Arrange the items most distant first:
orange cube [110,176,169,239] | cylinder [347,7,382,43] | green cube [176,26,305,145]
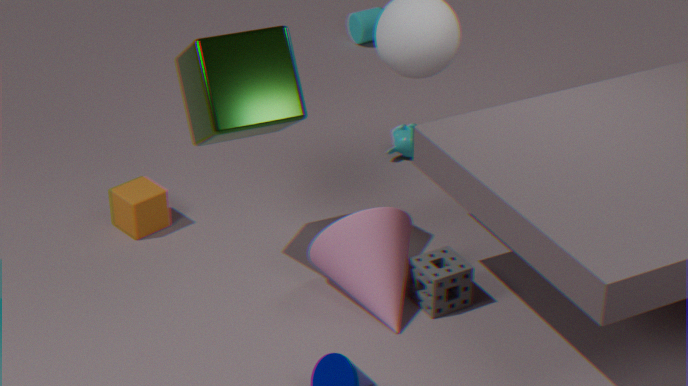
1. cylinder [347,7,382,43]
2. orange cube [110,176,169,239]
3. green cube [176,26,305,145]
